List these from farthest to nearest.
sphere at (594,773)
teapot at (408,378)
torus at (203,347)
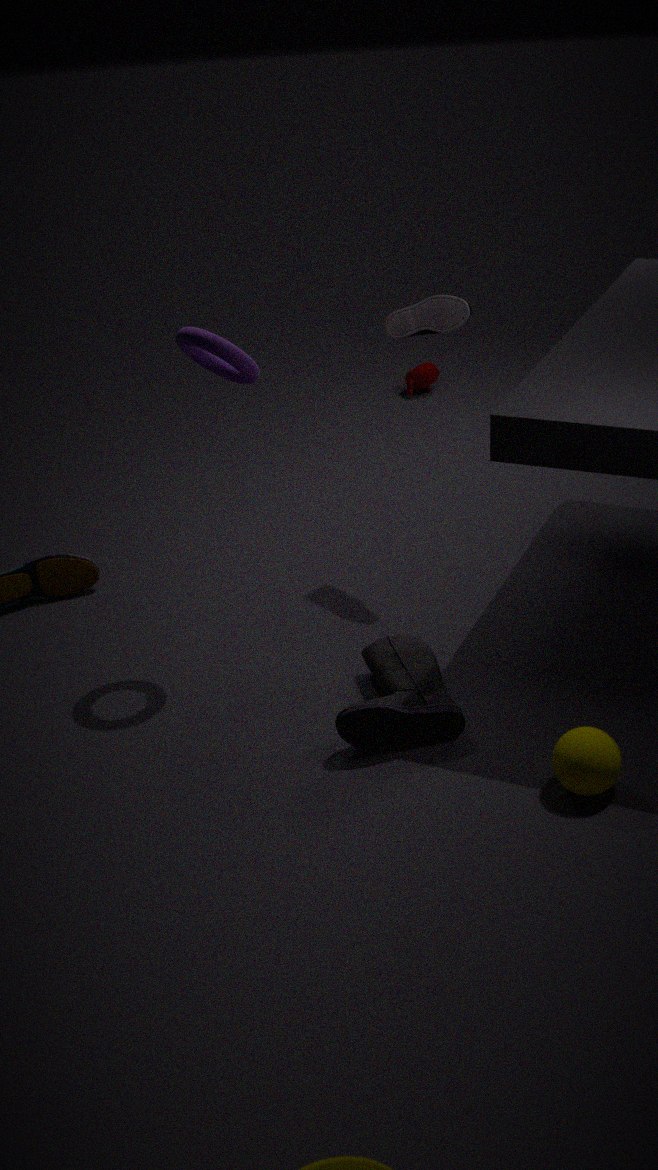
1. teapot at (408,378)
2. torus at (203,347)
3. sphere at (594,773)
